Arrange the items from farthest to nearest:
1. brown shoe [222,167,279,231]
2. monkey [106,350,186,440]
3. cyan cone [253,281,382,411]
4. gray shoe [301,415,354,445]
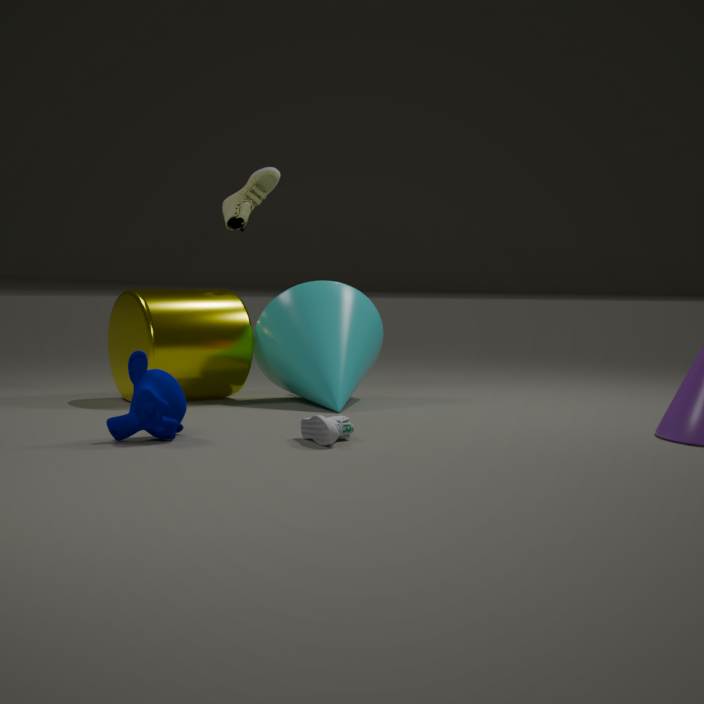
brown shoe [222,167,279,231]
cyan cone [253,281,382,411]
monkey [106,350,186,440]
gray shoe [301,415,354,445]
